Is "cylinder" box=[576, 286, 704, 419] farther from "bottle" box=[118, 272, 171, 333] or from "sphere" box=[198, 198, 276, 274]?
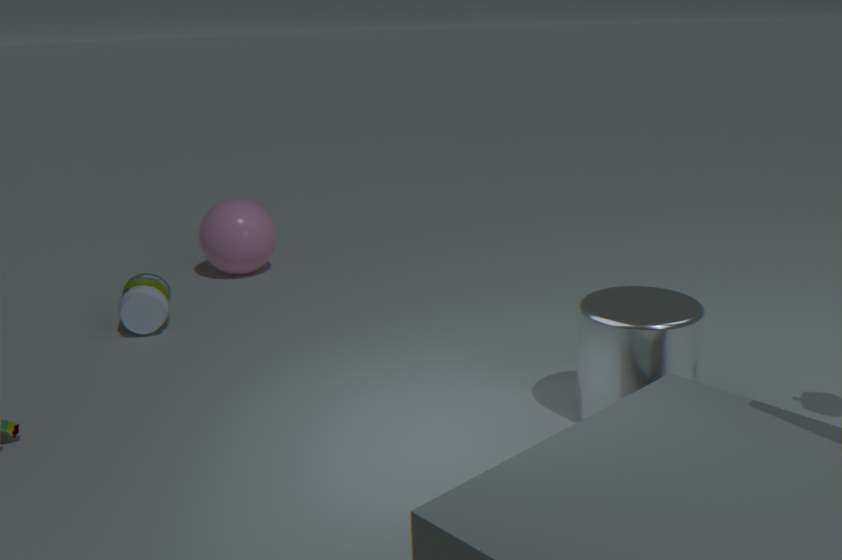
"sphere" box=[198, 198, 276, 274]
